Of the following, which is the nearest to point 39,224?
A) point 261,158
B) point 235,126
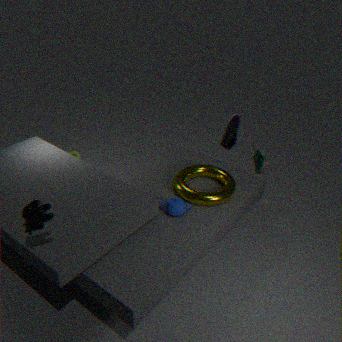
point 235,126
